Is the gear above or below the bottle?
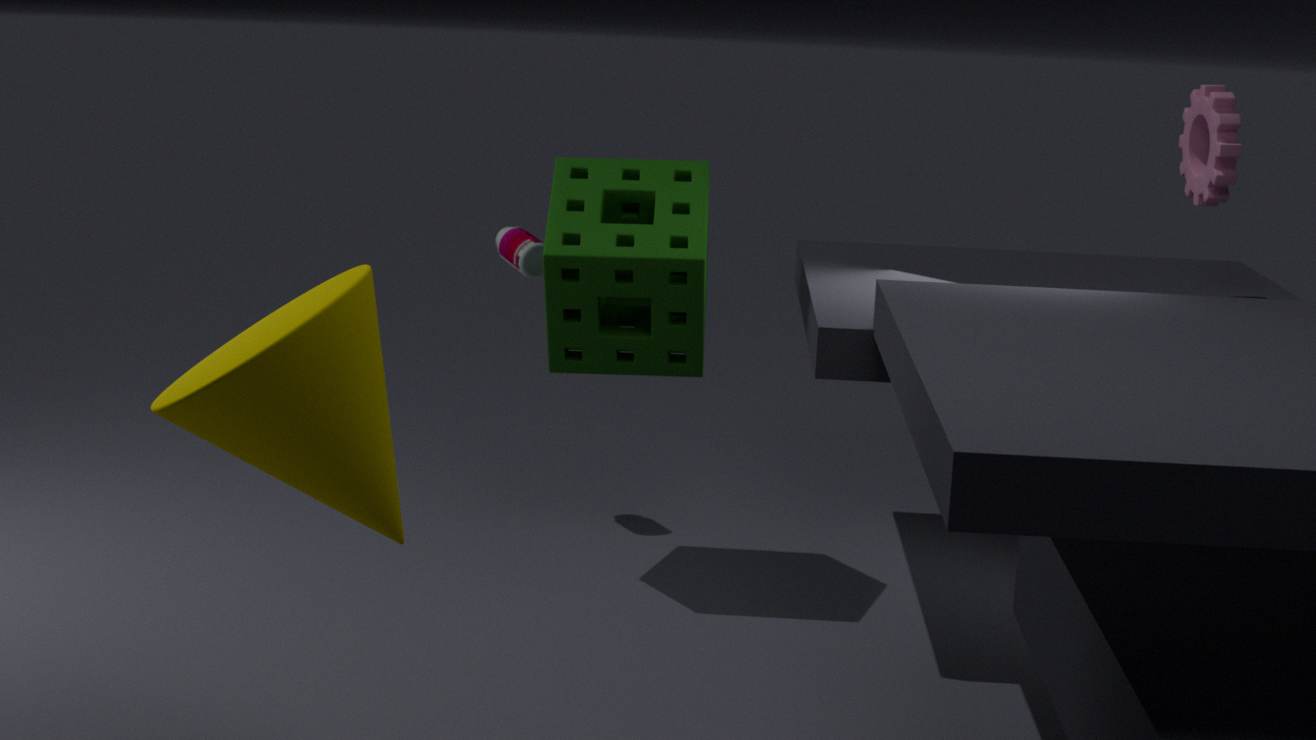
above
